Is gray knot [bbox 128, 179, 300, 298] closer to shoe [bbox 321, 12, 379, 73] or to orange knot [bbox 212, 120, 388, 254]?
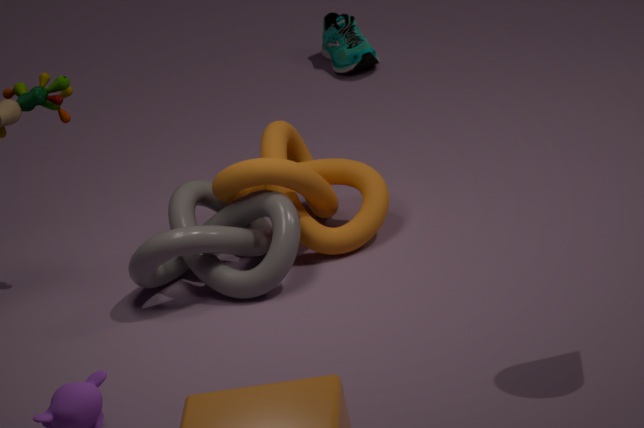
orange knot [bbox 212, 120, 388, 254]
